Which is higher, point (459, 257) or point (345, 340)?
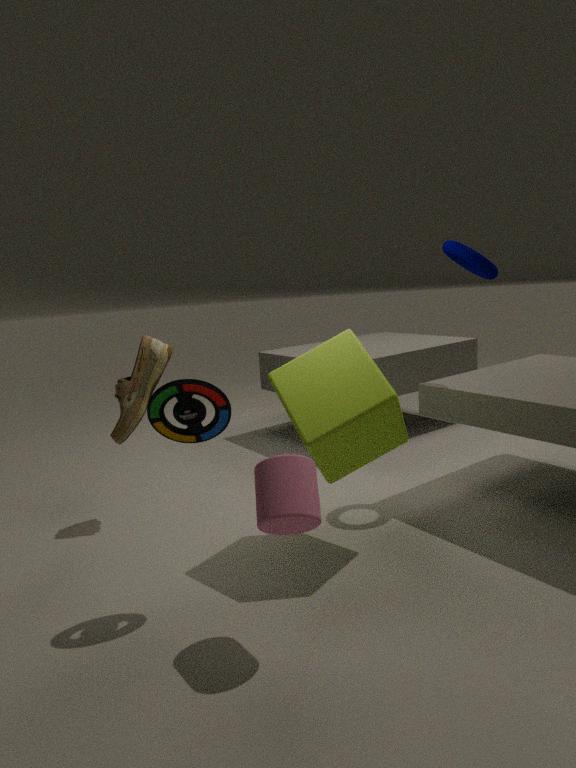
point (459, 257)
